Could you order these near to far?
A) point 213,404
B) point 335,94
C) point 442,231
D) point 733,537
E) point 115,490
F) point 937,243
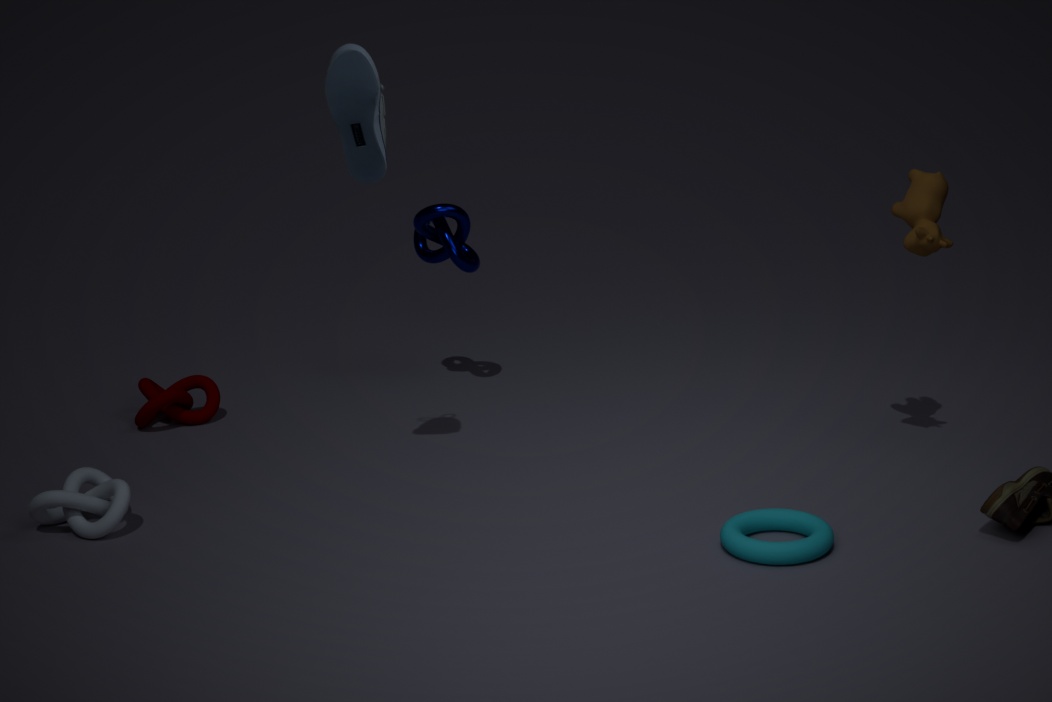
point 733,537, point 335,94, point 115,490, point 937,243, point 213,404, point 442,231
